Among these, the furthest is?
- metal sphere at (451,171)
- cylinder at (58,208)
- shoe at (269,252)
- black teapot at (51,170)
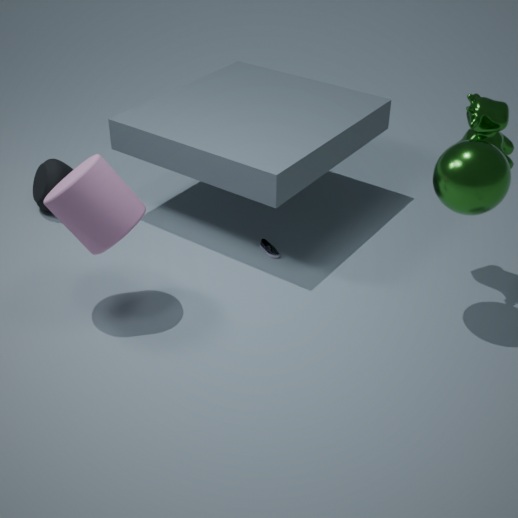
black teapot at (51,170)
